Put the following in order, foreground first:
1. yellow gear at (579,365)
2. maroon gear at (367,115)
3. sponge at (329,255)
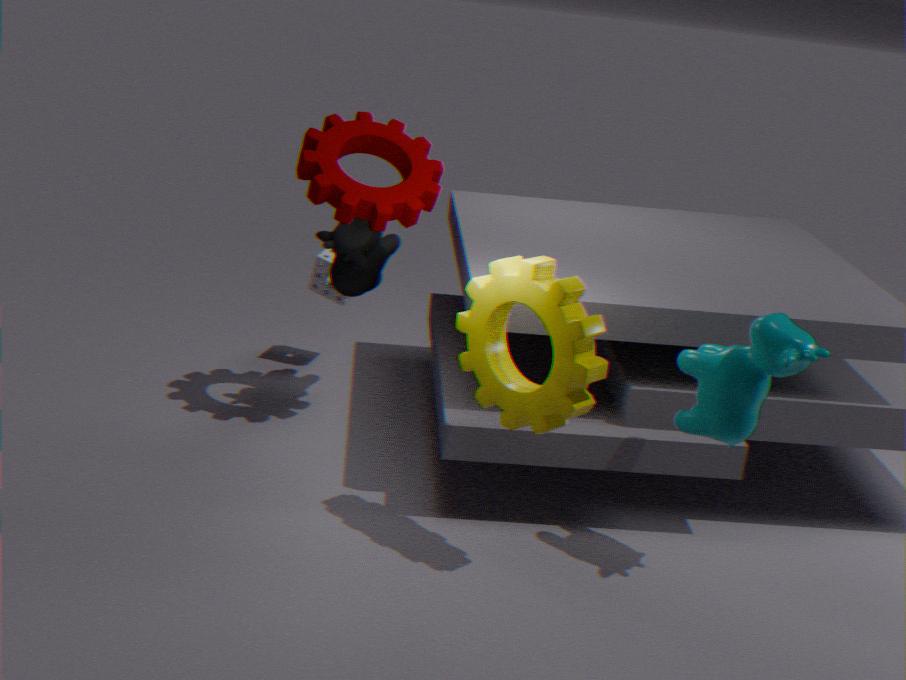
yellow gear at (579,365) → maroon gear at (367,115) → sponge at (329,255)
